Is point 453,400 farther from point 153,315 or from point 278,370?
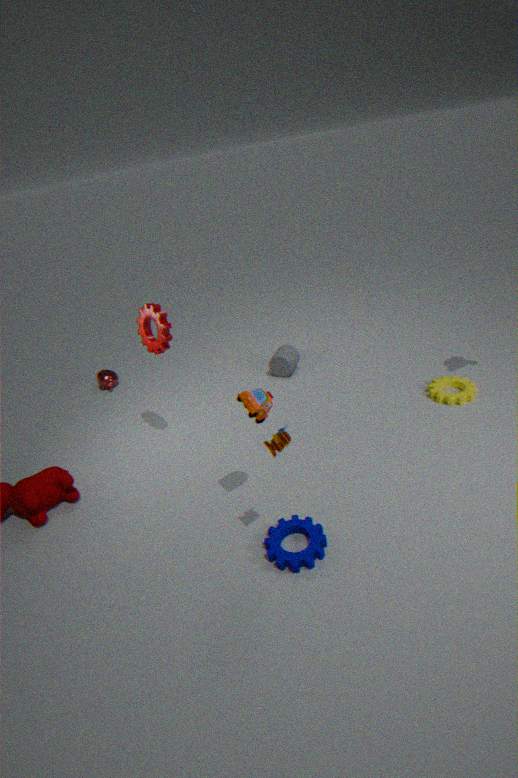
point 153,315
